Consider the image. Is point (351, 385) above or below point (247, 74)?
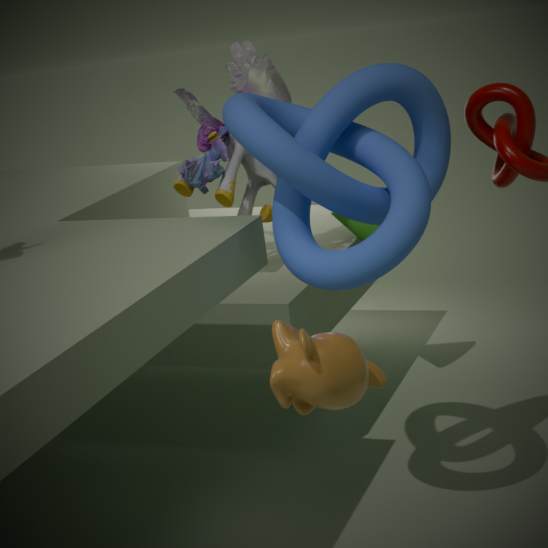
below
